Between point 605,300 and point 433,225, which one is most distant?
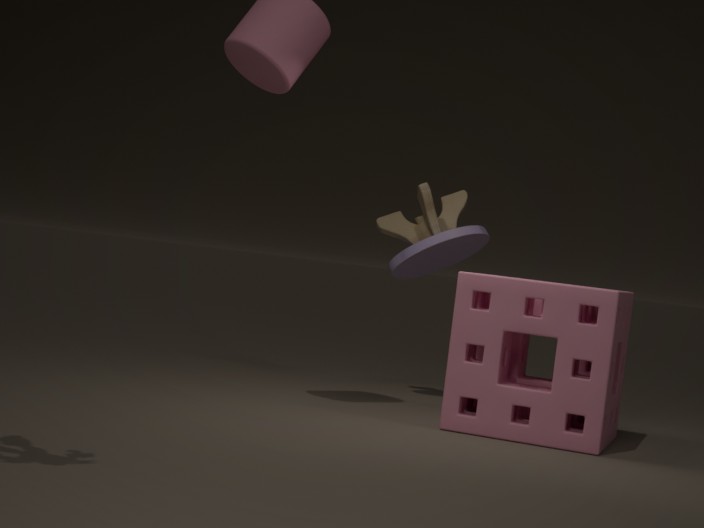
Result: point 433,225
